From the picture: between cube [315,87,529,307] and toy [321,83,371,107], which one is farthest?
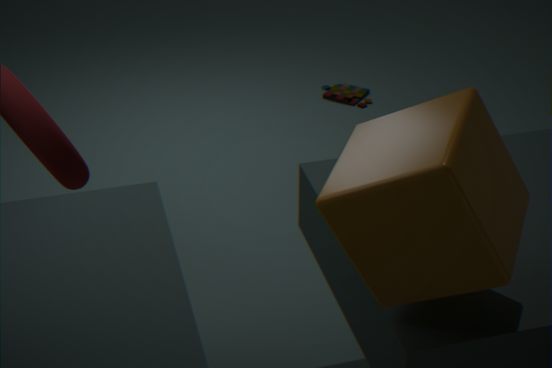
toy [321,83,371,107]
